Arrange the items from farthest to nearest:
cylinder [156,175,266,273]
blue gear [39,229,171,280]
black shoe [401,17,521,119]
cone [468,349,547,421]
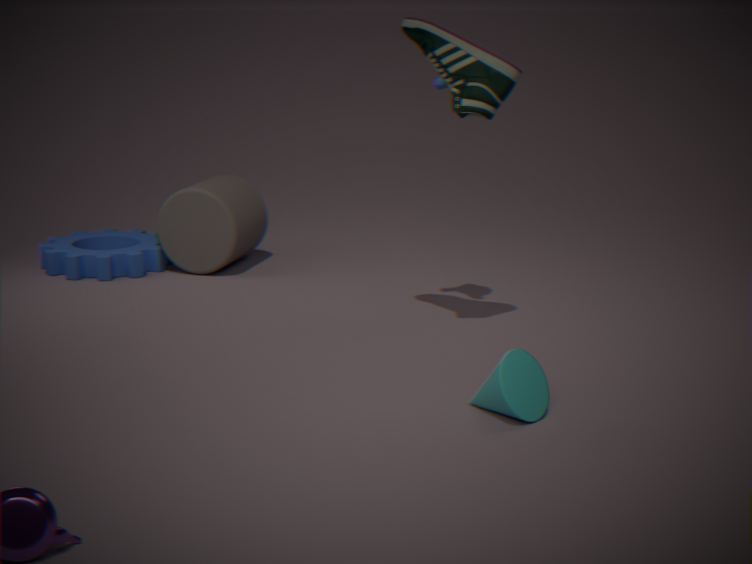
blue gear [39,229,171,280]
cylinder [156,175,266,273]
black shoe [401,17,521,119]
cone [468,349,547,421]
